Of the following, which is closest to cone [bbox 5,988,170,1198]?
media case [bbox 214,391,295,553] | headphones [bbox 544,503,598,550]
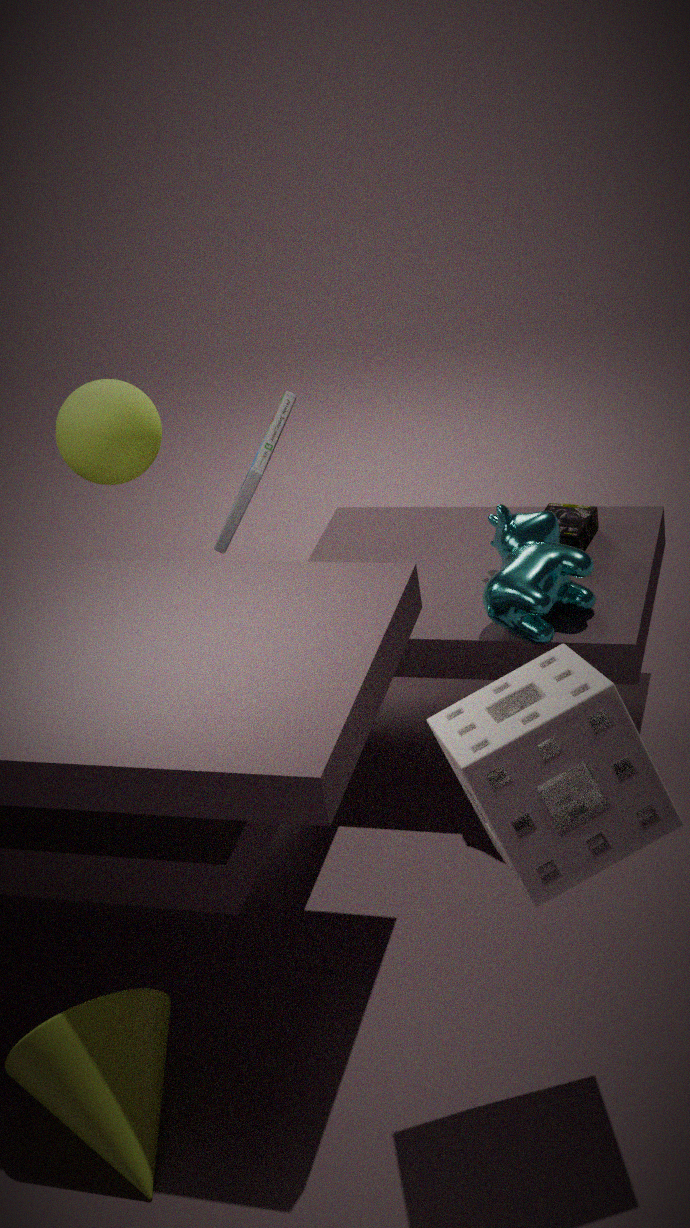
media case [bbox 214,391,295,553]
